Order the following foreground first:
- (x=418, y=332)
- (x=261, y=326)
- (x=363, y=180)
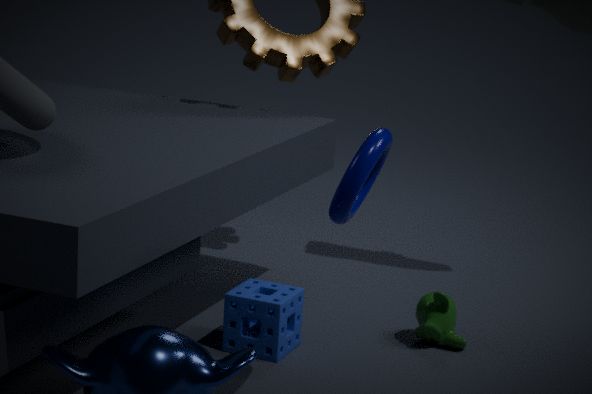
(x=363, y=180), (x=261, y=326), (x=418, y=332)
